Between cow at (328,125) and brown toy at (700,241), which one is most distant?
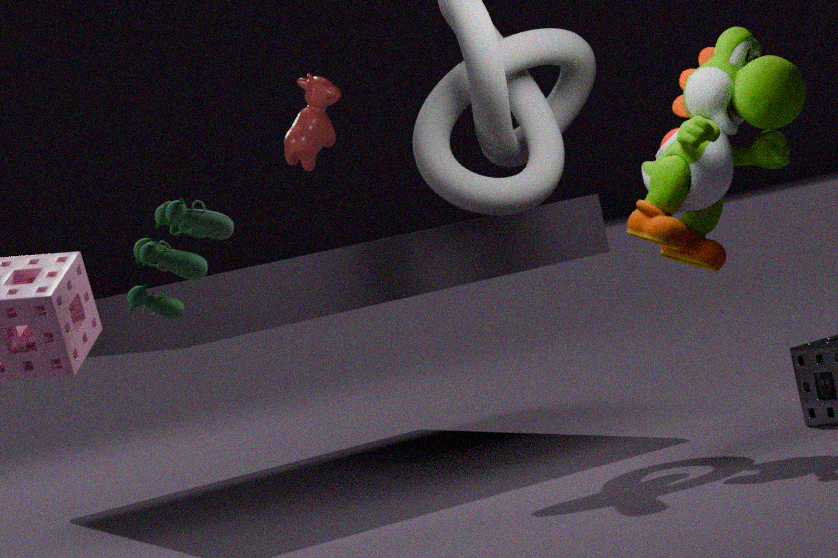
cow at (328,125)
